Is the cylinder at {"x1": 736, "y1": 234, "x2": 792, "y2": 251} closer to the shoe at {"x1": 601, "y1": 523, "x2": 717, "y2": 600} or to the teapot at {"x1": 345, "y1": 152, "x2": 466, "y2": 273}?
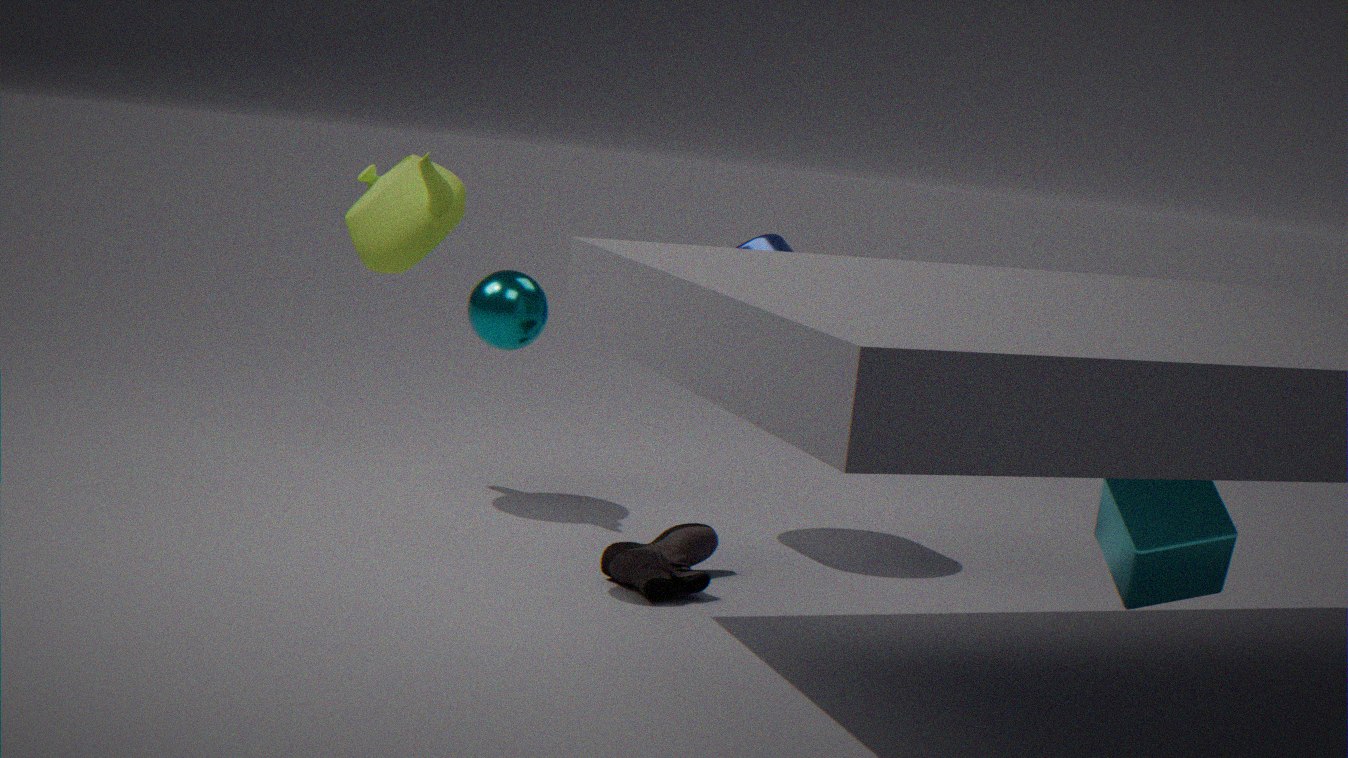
the shoe at {"x1": 601, "y1": 523, "x2": 717, "y2": 600}
